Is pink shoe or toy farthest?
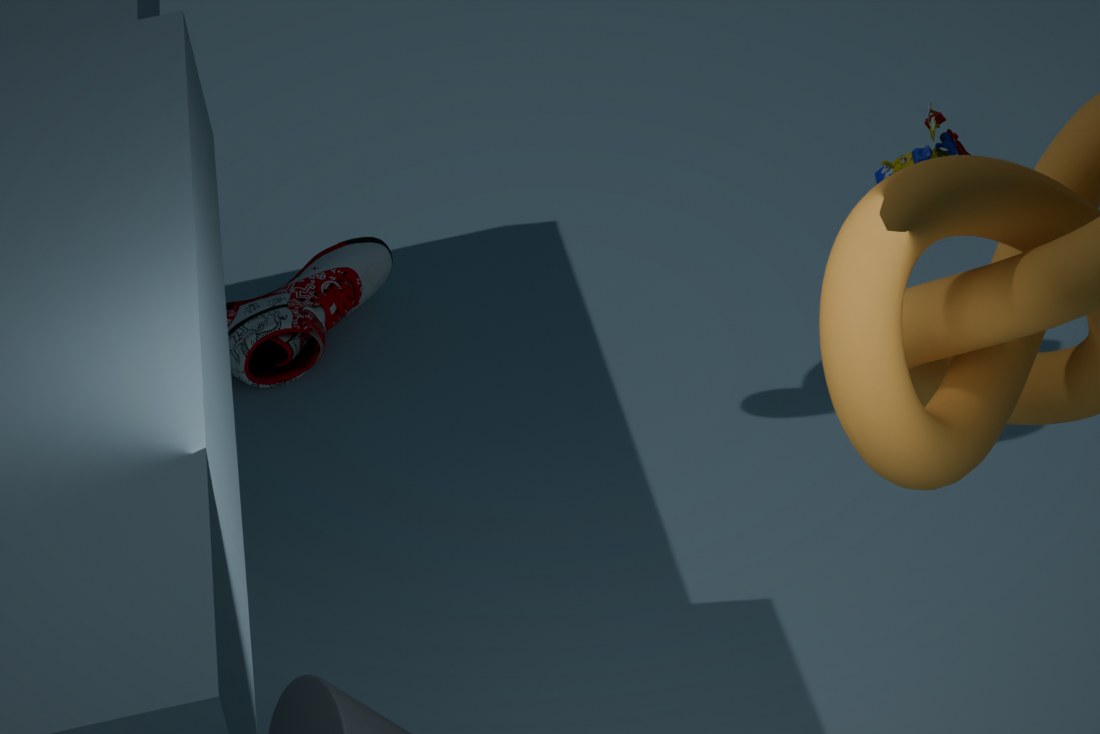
toy
